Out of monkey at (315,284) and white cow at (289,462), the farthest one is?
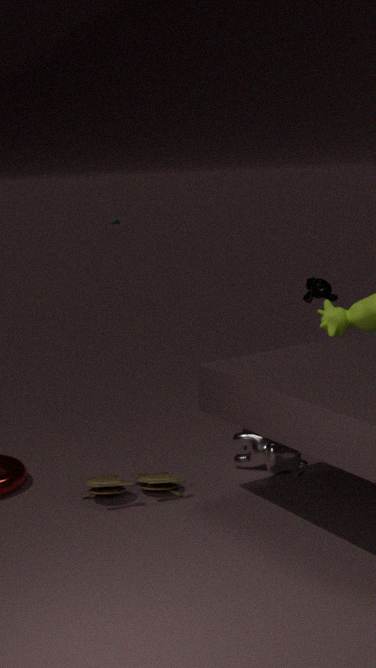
monkey at (315,284)
